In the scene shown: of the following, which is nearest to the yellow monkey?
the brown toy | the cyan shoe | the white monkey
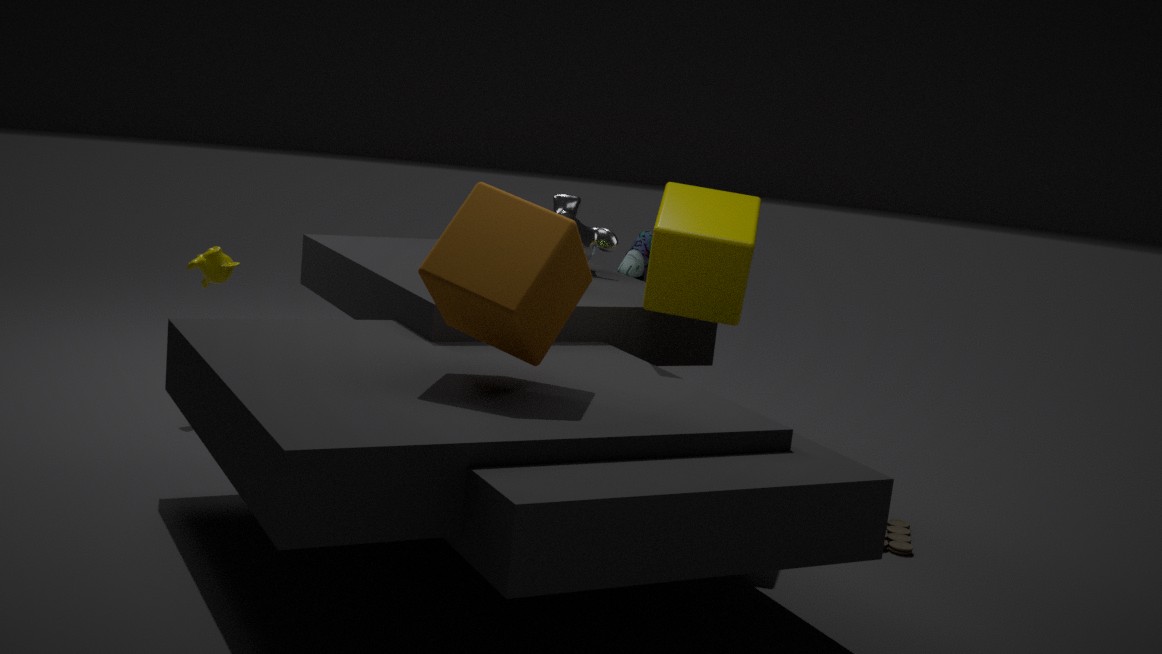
the white monkey
